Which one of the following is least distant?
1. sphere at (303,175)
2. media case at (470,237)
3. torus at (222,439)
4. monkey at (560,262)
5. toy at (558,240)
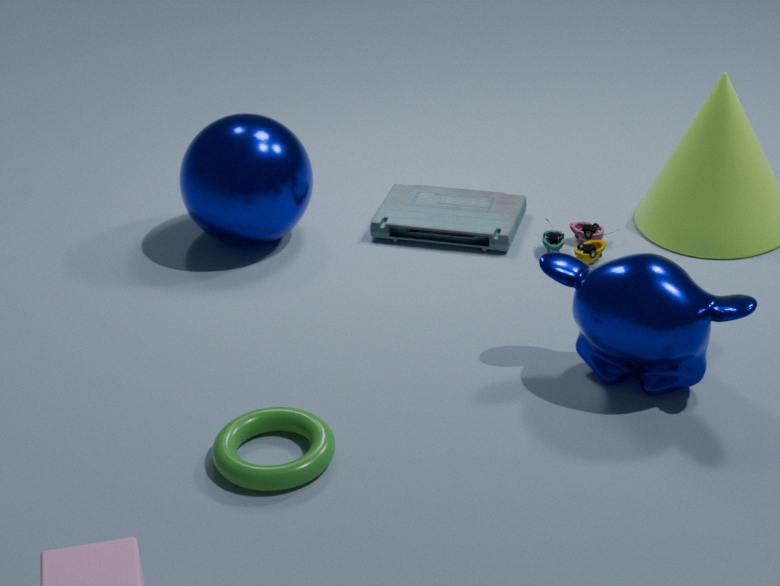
torus at (222,439)
